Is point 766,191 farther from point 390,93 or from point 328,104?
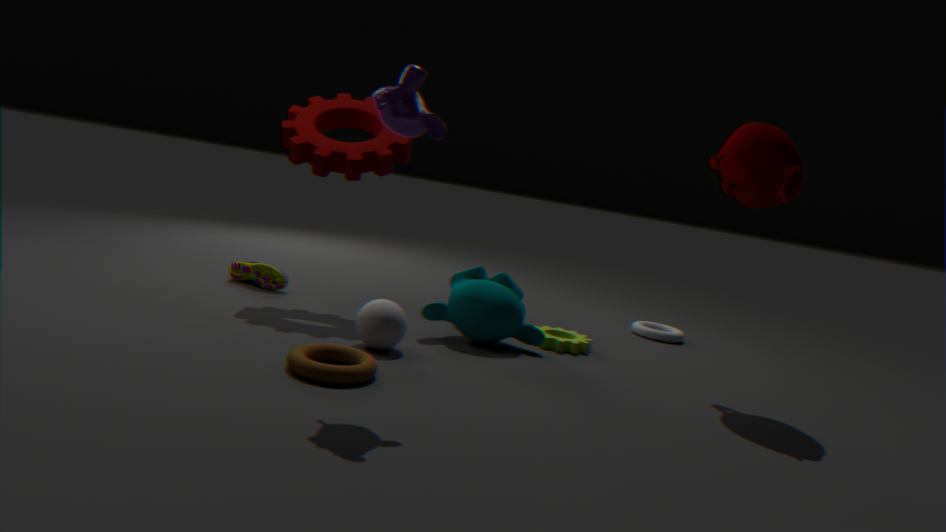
point 328,104
